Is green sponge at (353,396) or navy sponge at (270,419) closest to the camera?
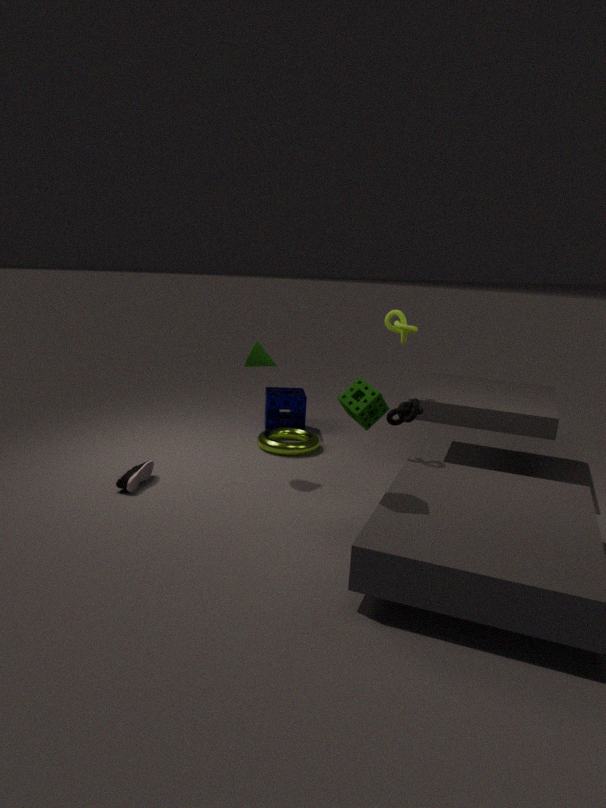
green sponge at (353,396)
